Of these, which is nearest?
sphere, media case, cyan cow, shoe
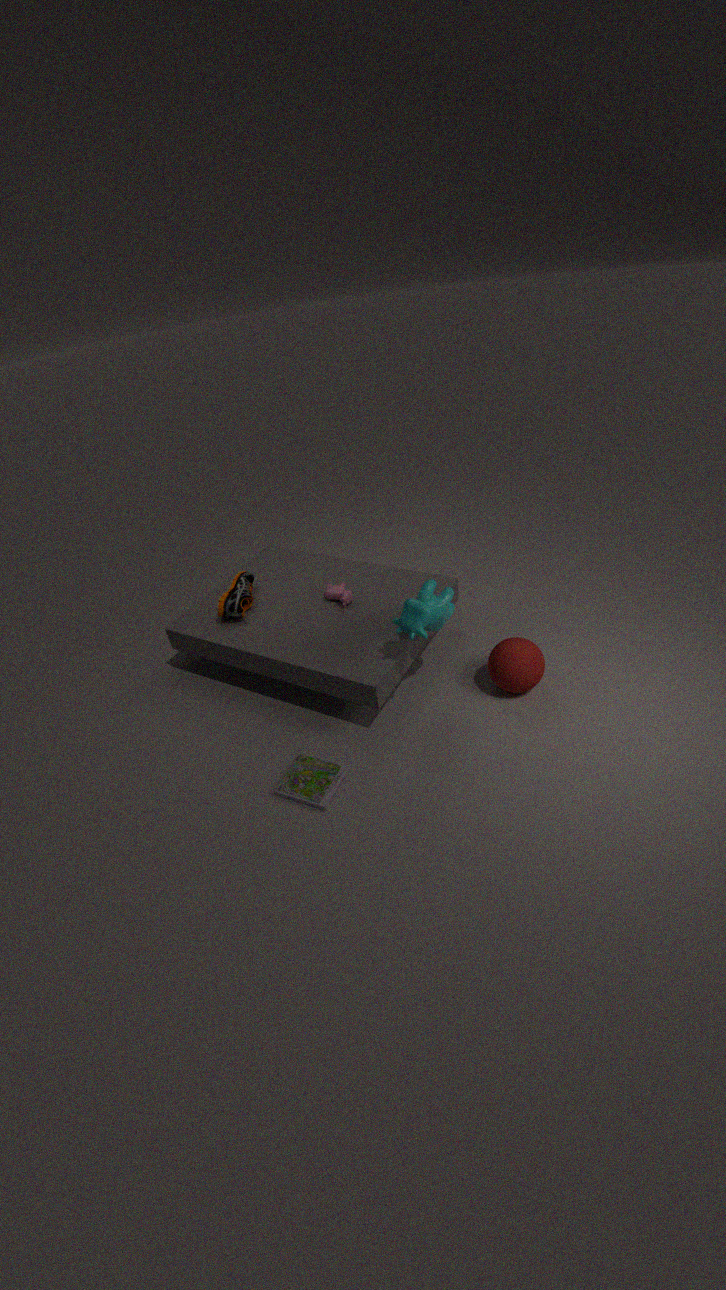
media case
